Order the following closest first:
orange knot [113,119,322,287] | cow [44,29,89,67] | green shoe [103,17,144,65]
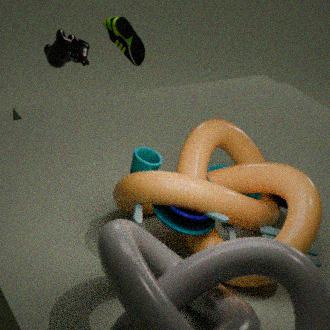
1. orange knot [113,119,322,287]
2. cow [44,29,89,67]
3. green shoe [103,17,144,65]
